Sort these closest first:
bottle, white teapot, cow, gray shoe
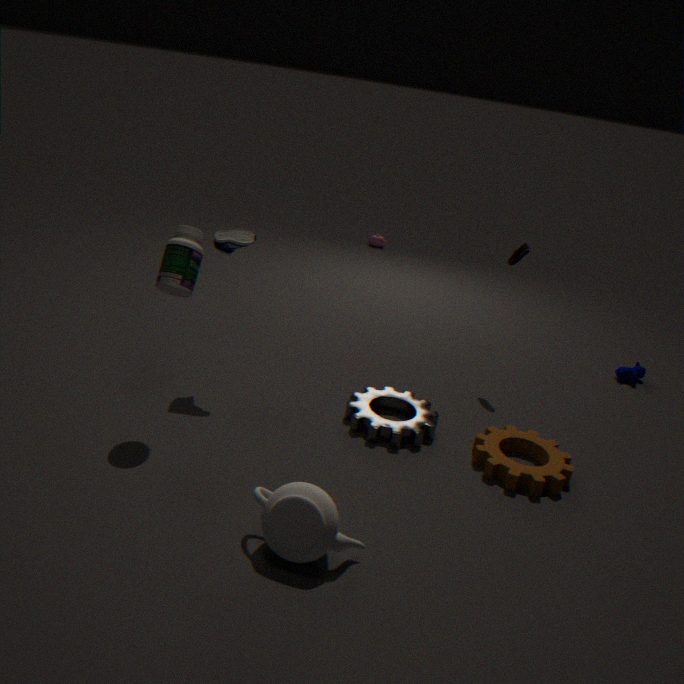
white teapot, bottle, gray shoe, cow
